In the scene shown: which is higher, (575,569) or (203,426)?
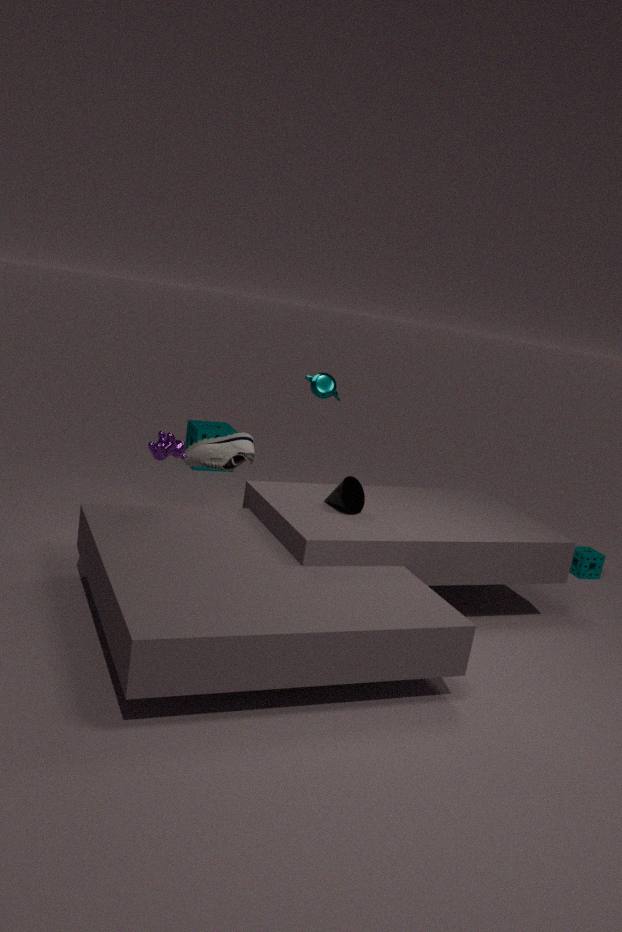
(203,426)
